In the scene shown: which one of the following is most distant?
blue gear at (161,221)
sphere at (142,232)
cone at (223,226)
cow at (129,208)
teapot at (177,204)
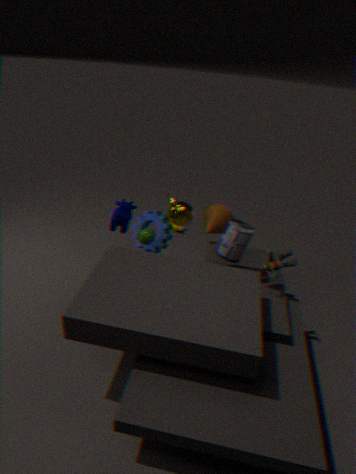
cone at (223,226)
